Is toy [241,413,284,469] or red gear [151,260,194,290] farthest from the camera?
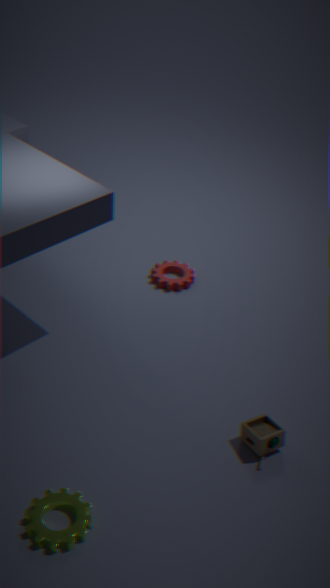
red gear [151,260,194,290]
